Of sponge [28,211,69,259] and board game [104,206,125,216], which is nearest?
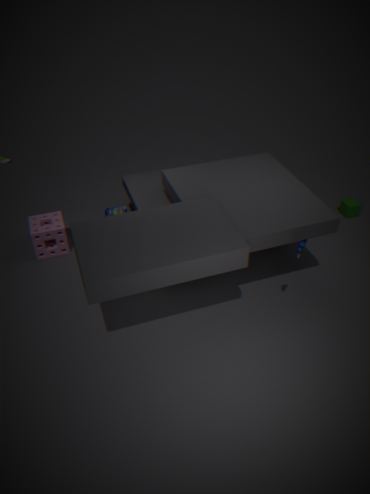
sponge [28,211,69,259]
